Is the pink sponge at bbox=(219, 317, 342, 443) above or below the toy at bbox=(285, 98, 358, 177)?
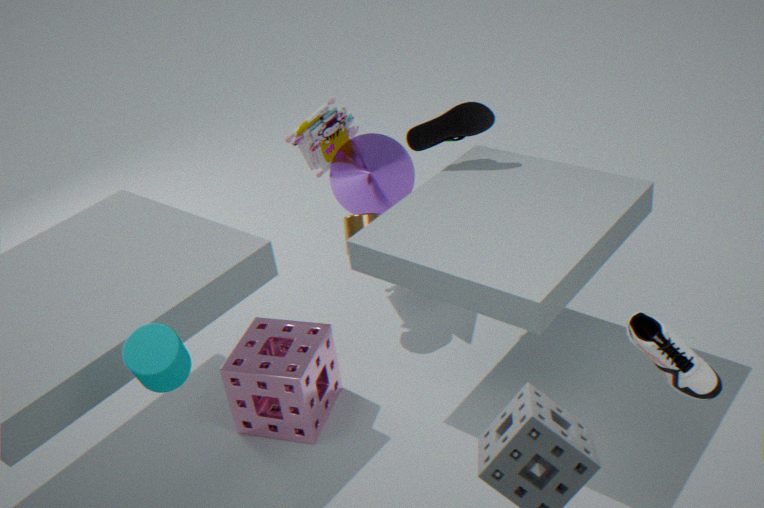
below
